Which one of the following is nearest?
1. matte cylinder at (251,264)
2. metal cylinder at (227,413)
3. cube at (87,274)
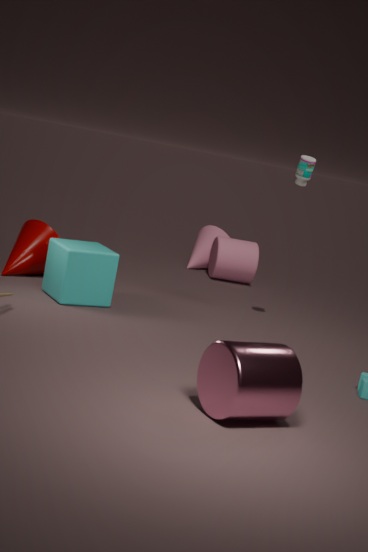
metal cylinder at (227,413)
